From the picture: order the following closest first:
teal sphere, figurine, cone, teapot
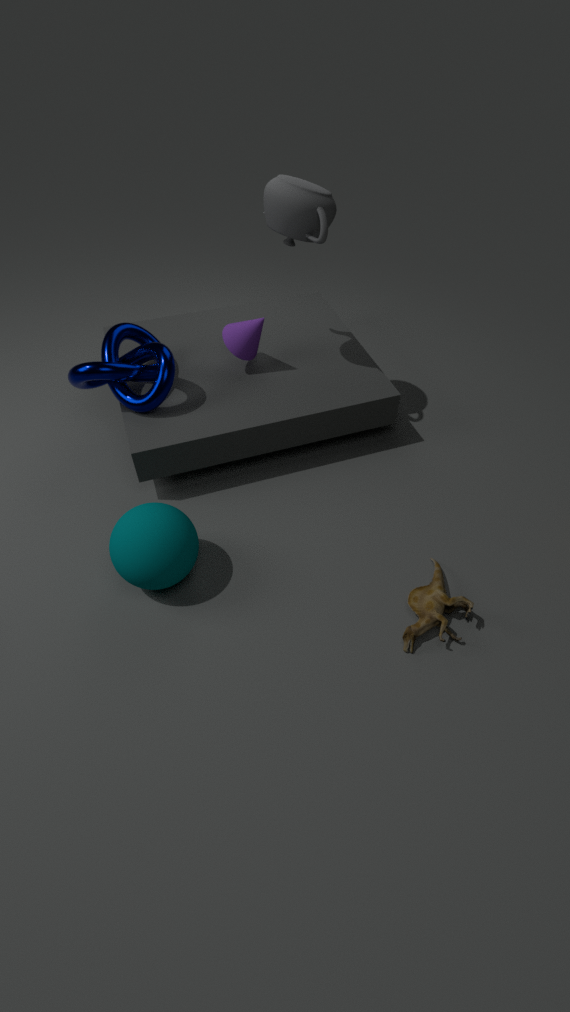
teal sphere, figurine, teapot, cone
